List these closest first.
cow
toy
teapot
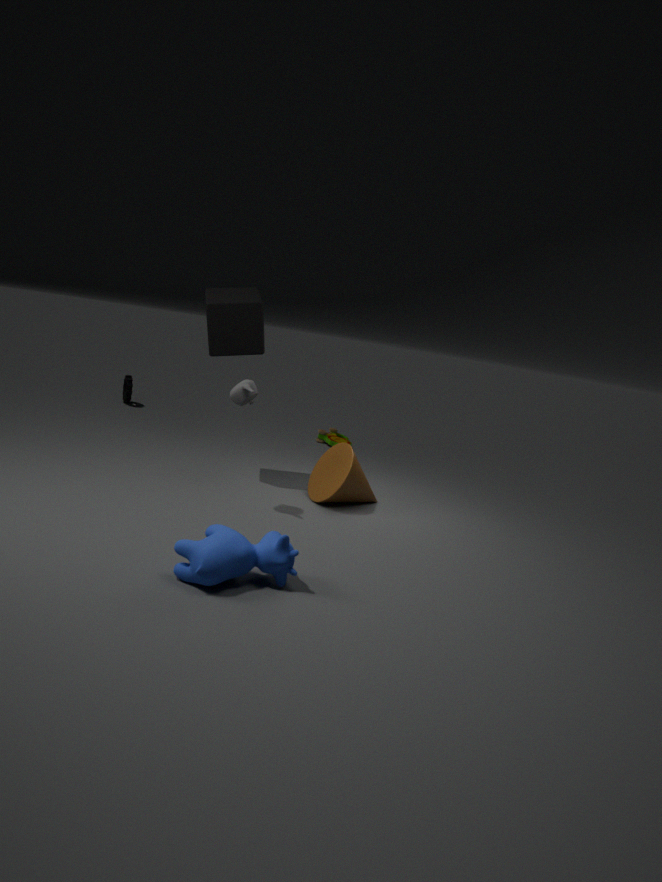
cow < teapot < toy
